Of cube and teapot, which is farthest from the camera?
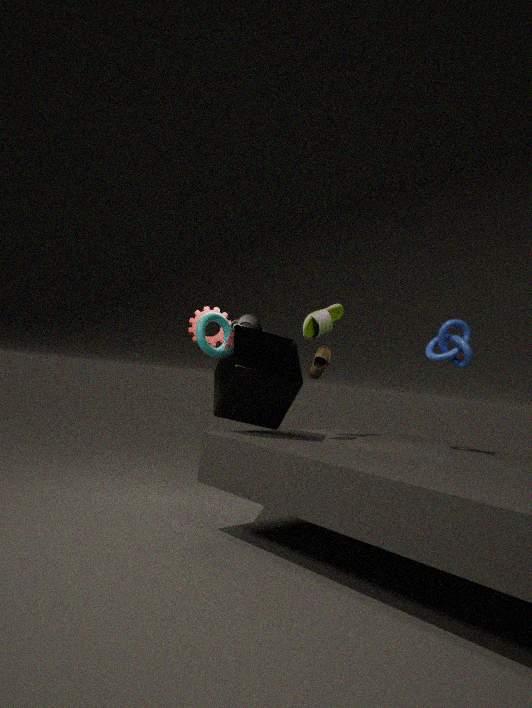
teapot
